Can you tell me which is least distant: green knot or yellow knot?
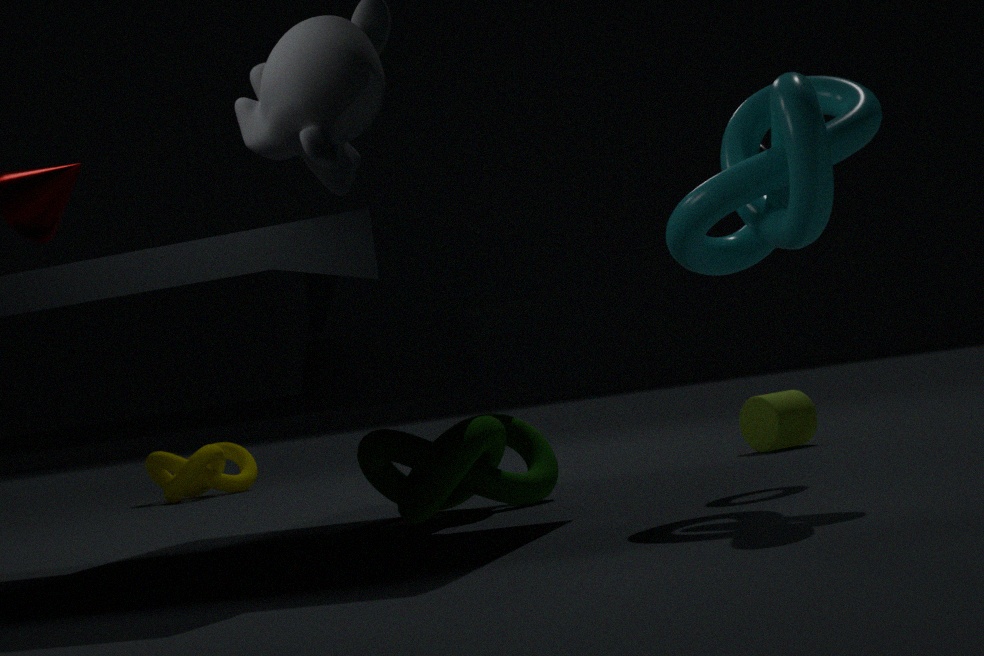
green knot
